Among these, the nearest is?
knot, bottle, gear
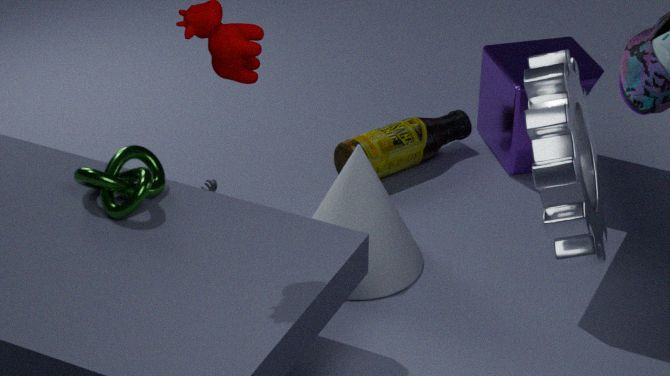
gear
